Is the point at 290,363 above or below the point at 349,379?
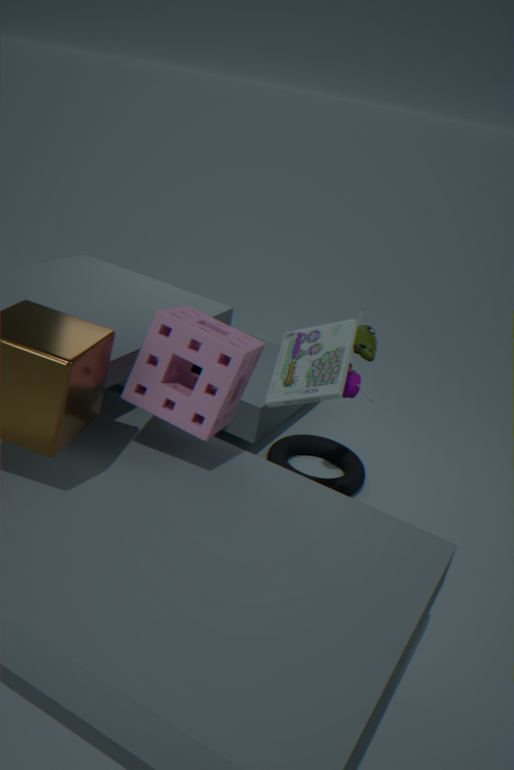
above
